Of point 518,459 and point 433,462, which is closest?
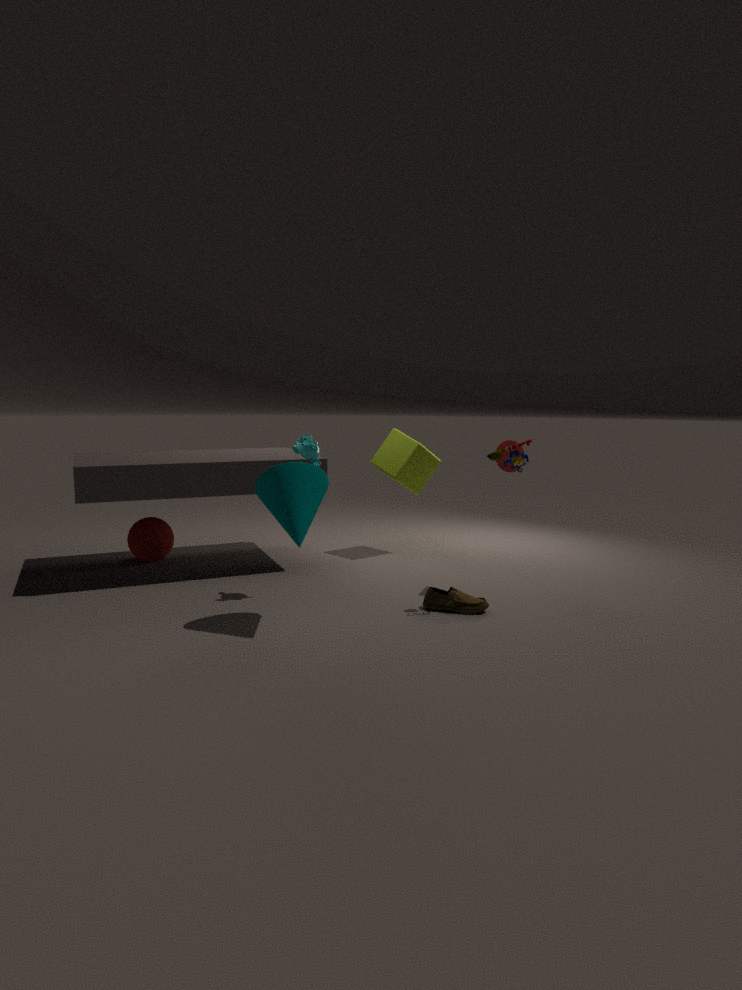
point 518,459
